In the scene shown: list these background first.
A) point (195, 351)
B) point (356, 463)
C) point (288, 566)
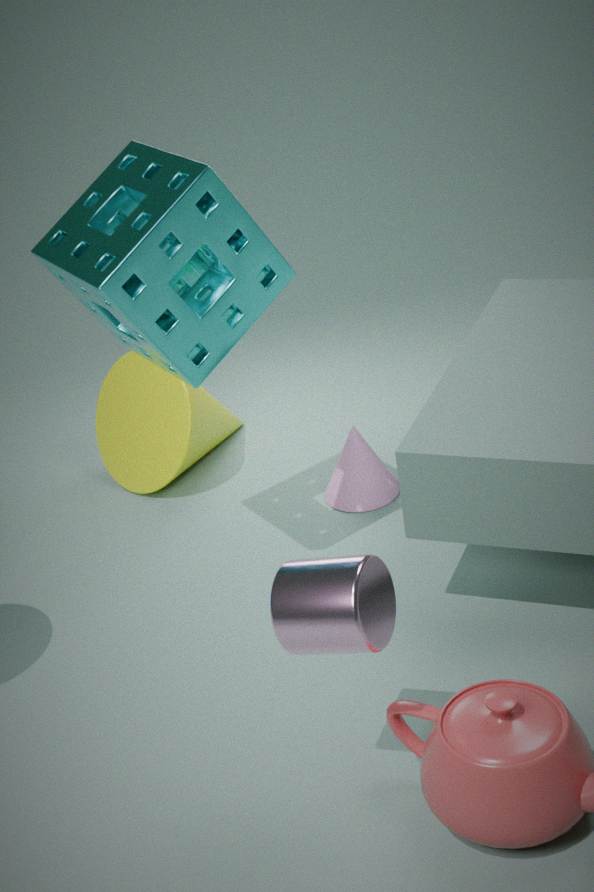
point (356, 463)
point (195, 351)
point (288, 566)
